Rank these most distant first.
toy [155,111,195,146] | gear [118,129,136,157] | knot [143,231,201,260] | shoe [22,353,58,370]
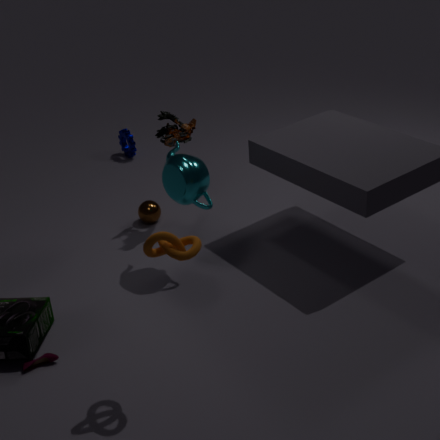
1. gear [118,129,136,157]
2. toy [155,111,195,146]
3. shoe [22,353,58,370]
4. knot [143,231,201,260]
